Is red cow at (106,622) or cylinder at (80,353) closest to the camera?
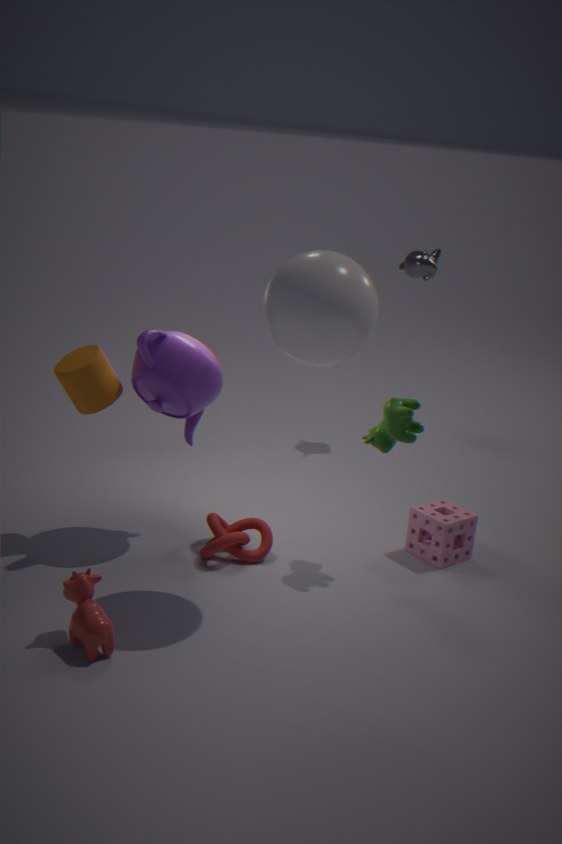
red cow at (106,622)
